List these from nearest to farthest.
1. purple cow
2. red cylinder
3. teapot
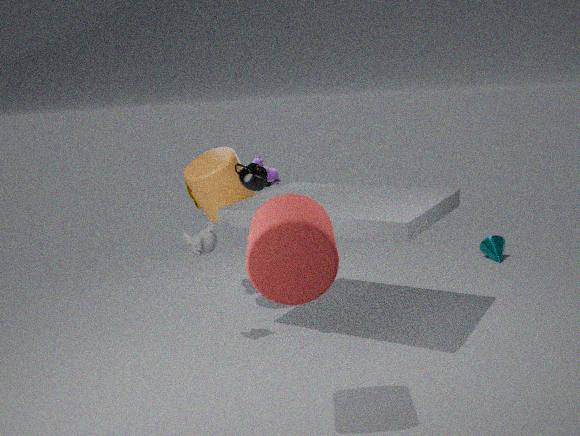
red cylinder
teapot
purple cow
